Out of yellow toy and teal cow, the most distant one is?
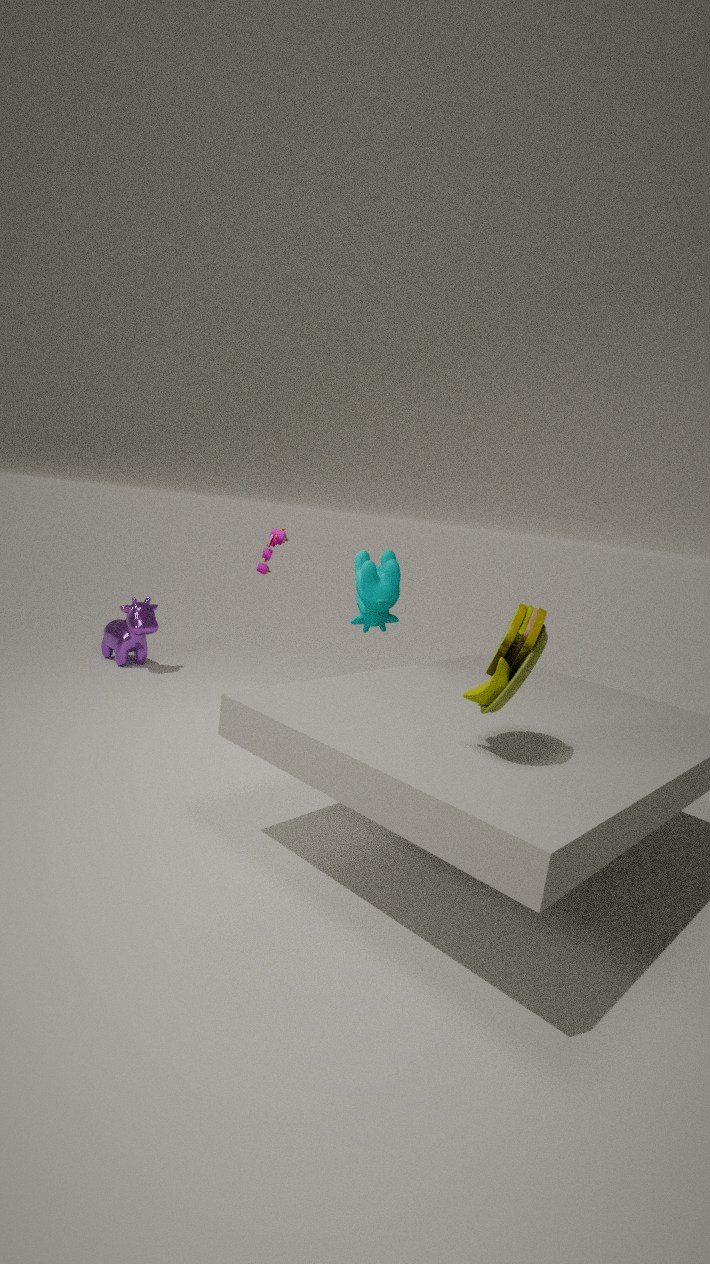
teal cow
